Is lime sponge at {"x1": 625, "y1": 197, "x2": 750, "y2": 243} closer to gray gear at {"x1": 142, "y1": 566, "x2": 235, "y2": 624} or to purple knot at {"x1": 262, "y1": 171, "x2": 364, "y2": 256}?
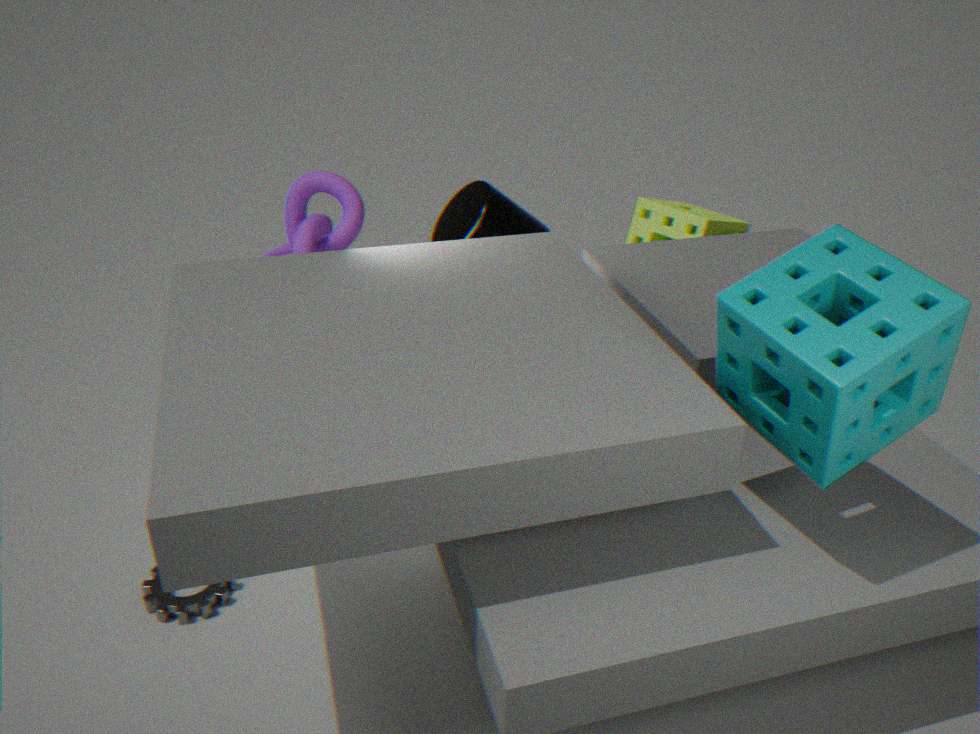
purple knot at {"x1": 262, "y1": 171, "x2": 364, "y2": 256}
